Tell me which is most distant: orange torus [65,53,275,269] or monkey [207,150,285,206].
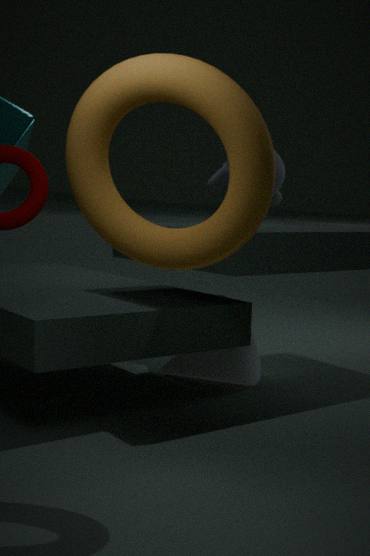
monkey [207,150,285,206]
